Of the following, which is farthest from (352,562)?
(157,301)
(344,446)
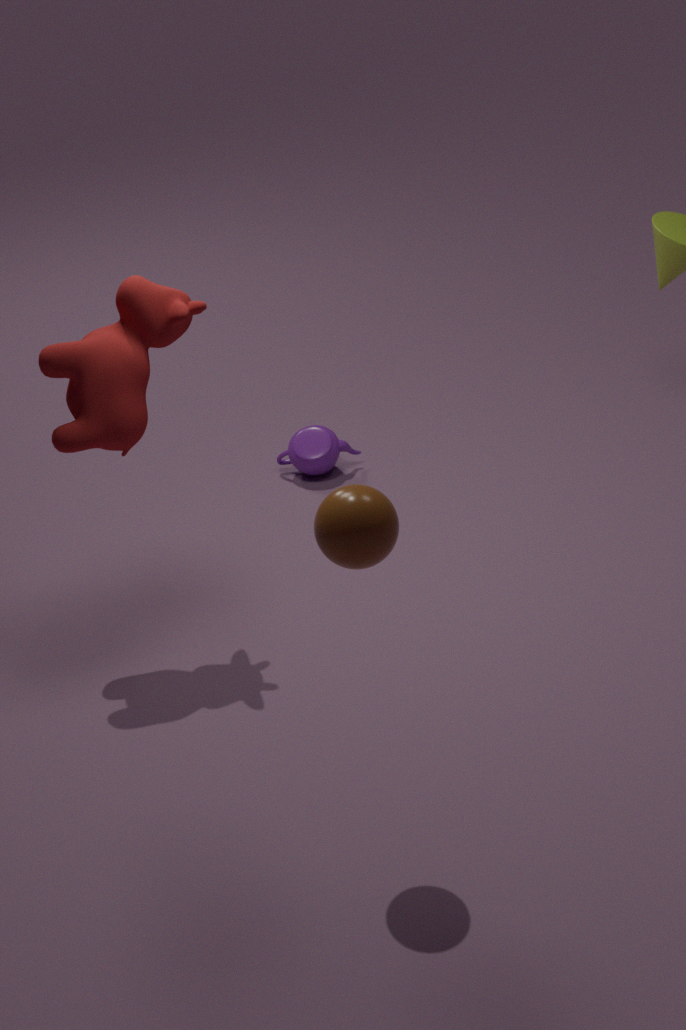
(344,446)
